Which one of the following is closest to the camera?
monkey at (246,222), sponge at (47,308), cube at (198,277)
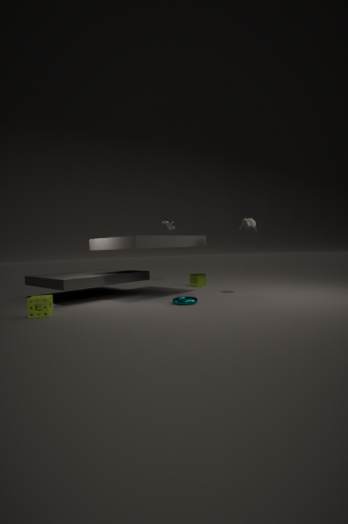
sponge at (47,308)
